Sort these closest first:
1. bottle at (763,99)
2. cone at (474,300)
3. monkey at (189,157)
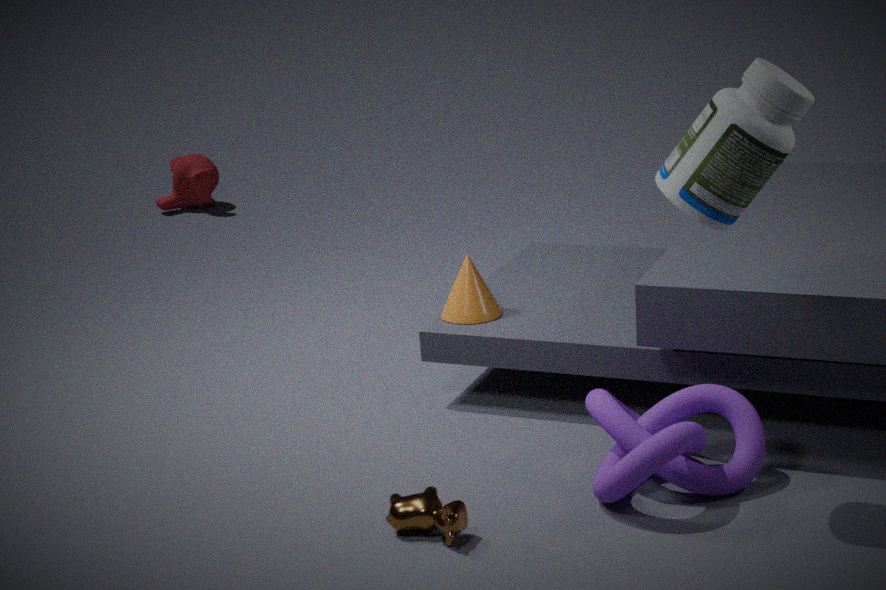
1. bottle at (763,99)
2. cone at (474,300)
3. monkey at (189,157)
